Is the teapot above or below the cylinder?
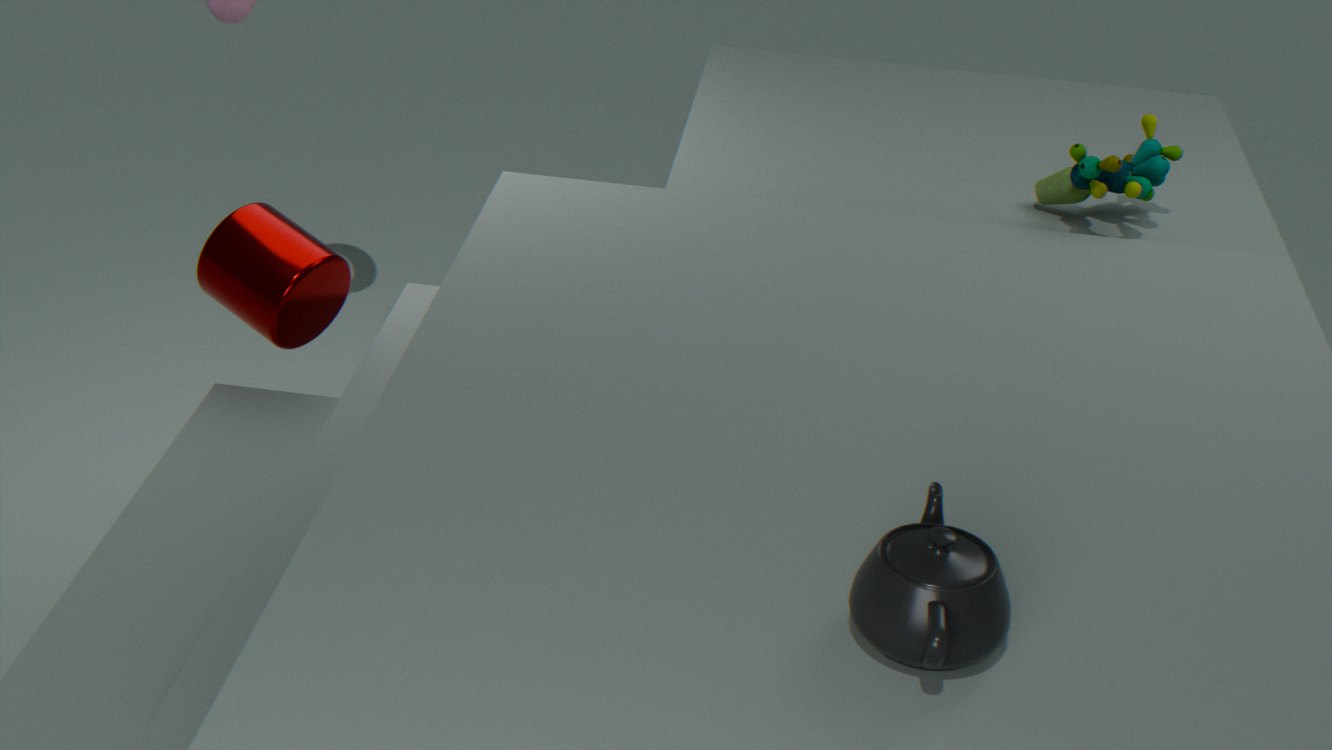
above
